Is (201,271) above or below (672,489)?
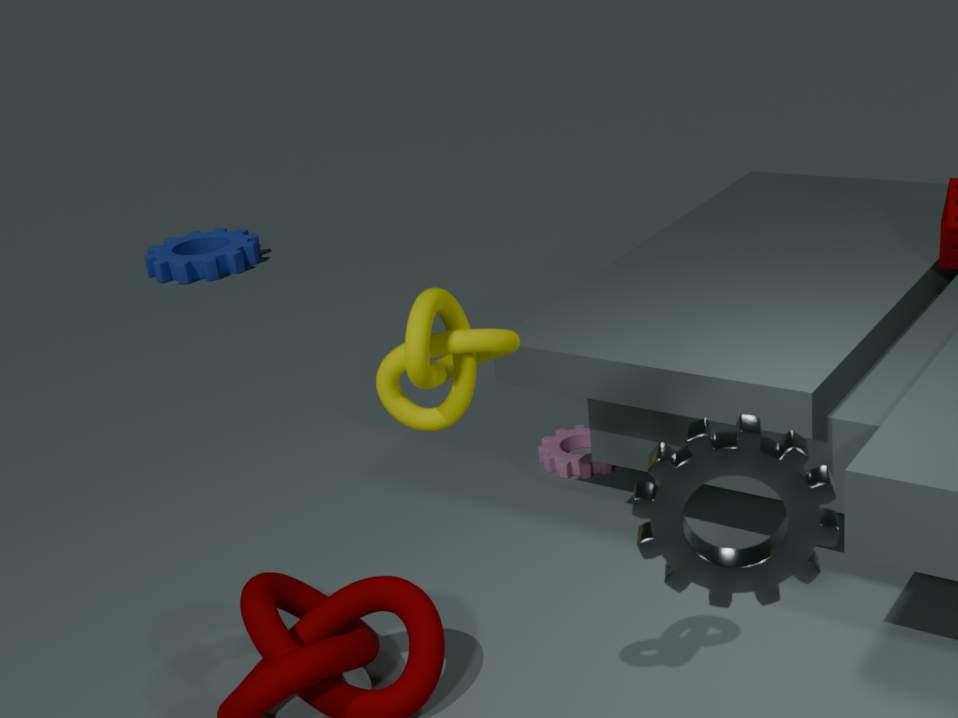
below
